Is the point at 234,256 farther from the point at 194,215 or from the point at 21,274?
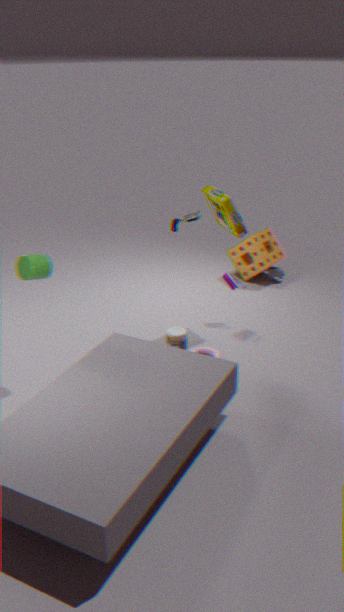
the point at 21,274
